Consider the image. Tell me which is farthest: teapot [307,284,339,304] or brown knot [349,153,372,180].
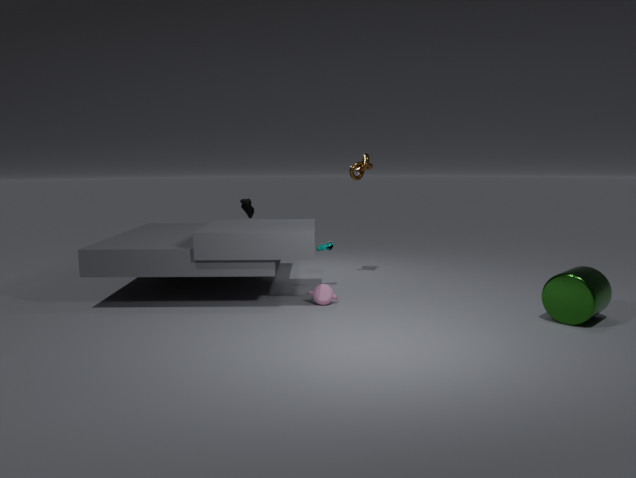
brown knot [349,153,372,180]
